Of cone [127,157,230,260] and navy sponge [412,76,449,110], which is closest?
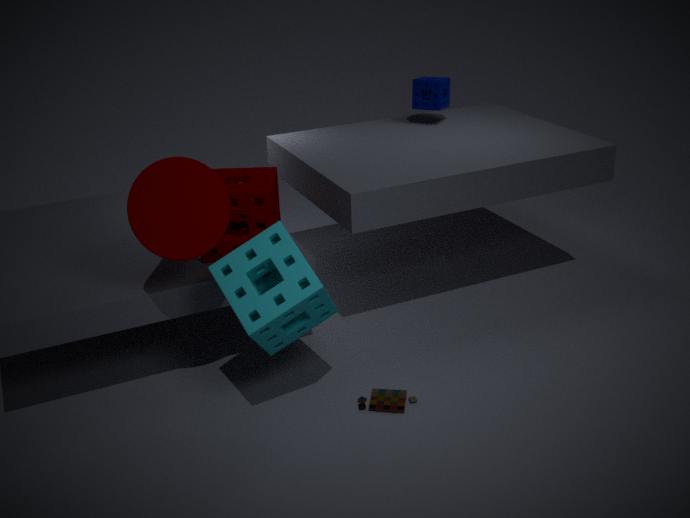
cone [127,157,230,260]
